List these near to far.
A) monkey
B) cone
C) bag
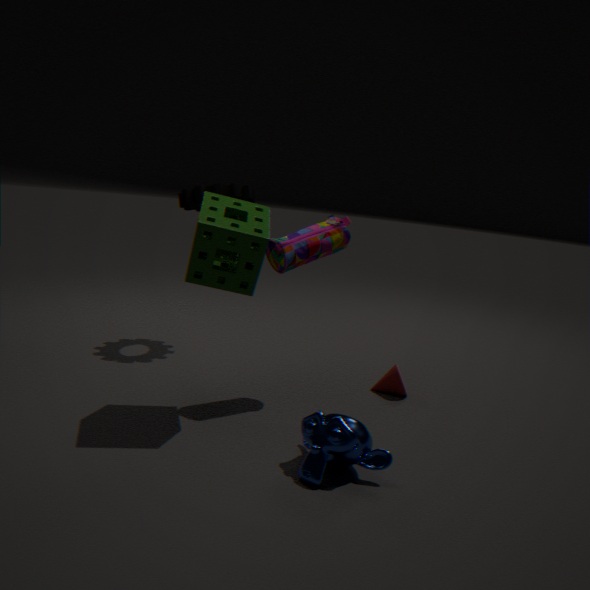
monkey < bag < cone
